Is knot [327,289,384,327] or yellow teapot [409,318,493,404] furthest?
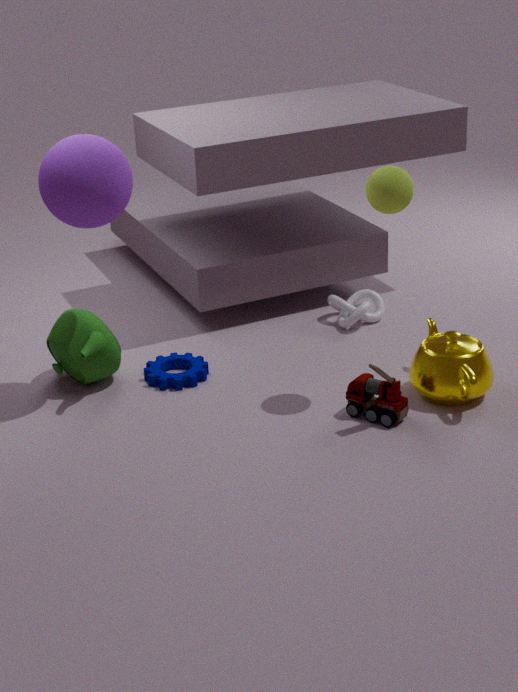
knot [327,289,384,327]
